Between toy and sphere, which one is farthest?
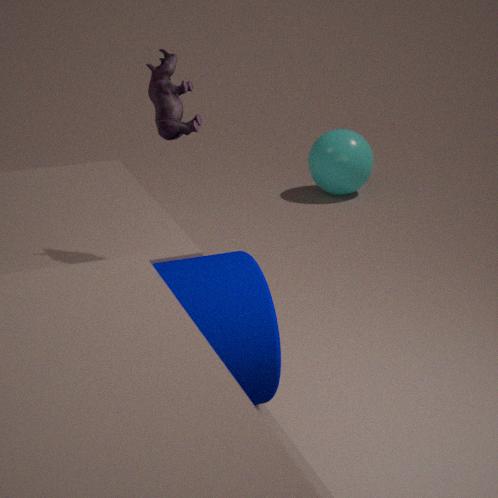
sphere
